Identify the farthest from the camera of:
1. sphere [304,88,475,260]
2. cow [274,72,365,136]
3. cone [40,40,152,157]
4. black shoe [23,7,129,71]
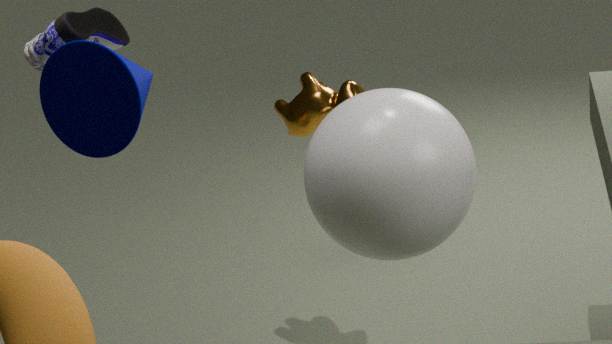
cow [274,72,365,136]
